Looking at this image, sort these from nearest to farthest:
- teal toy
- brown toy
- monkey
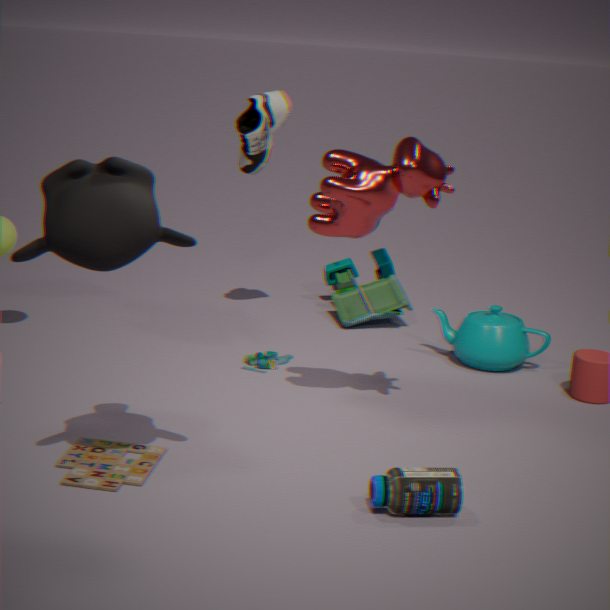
monkey < brown toy < teal toy
